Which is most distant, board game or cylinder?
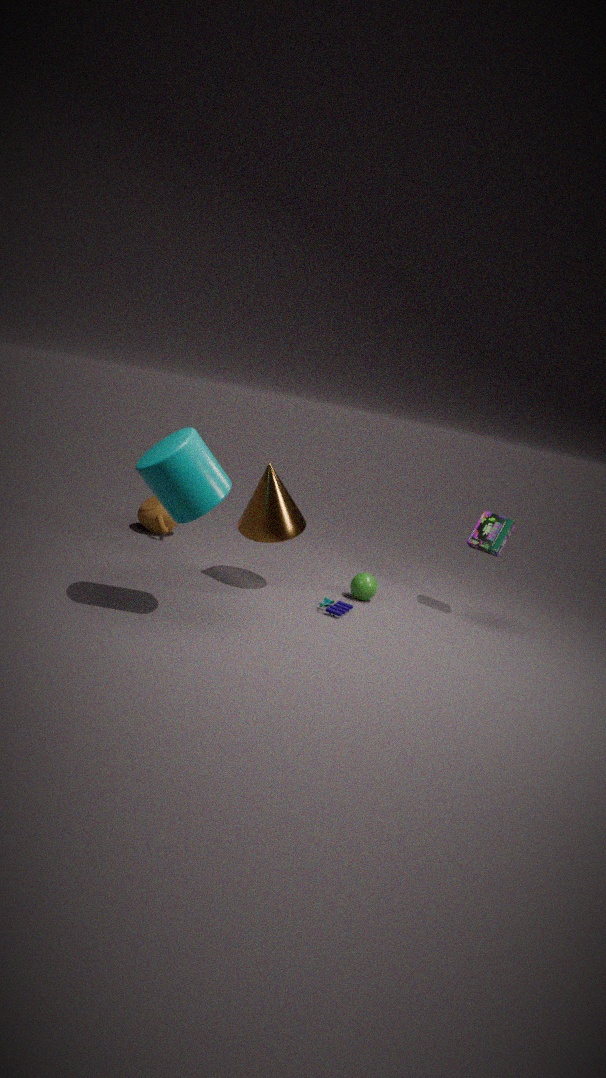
board game
